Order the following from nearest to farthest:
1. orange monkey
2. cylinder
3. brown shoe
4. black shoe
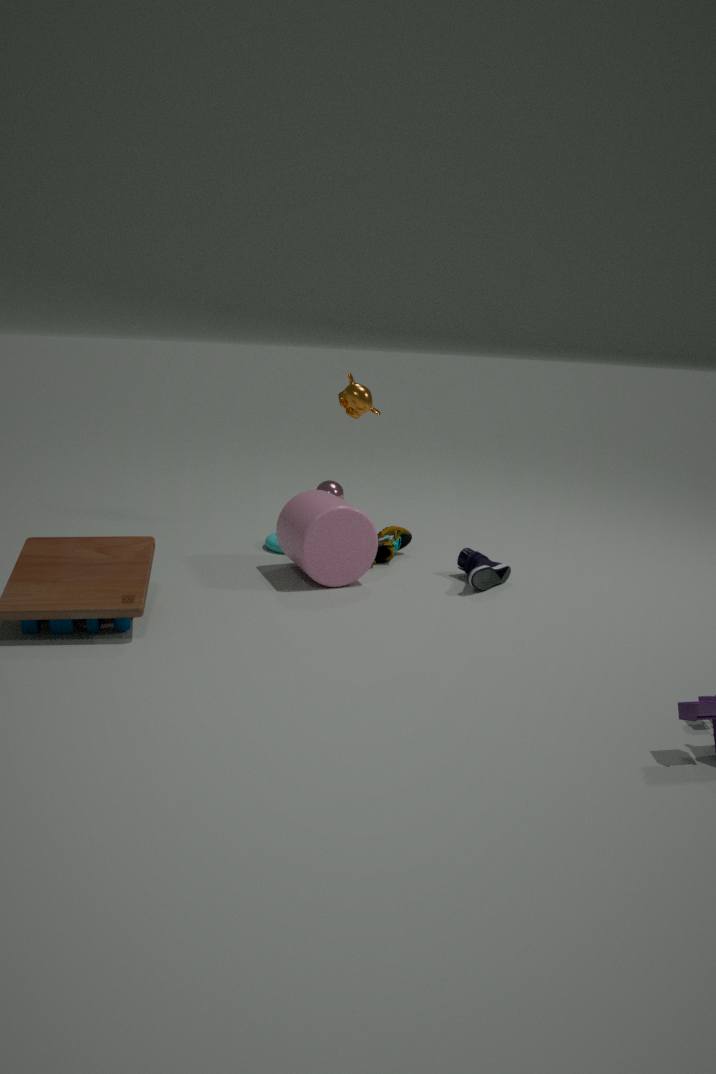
cylinder → black shoe → brown shoe → orange monkey
